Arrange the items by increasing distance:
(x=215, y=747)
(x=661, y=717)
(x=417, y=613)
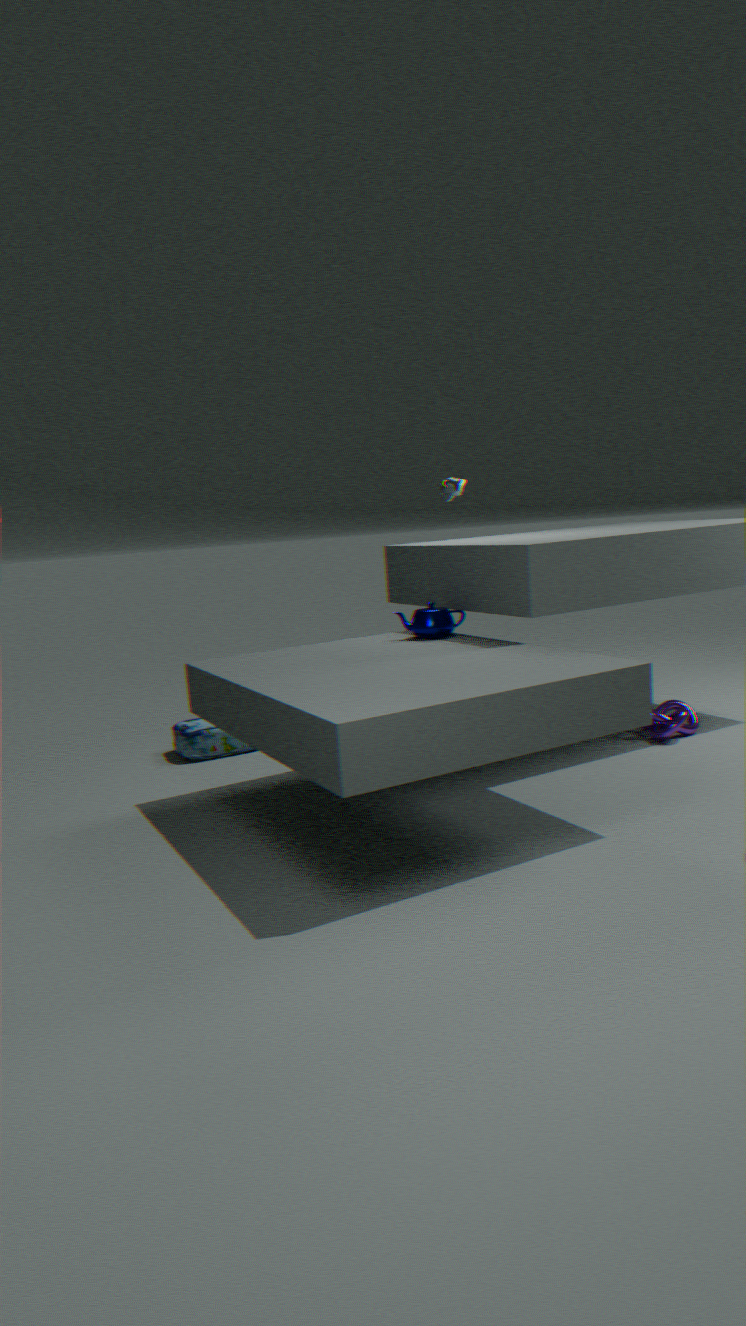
(x=417, y=613) < (x=661, y=717) < (x=215, y=747)
